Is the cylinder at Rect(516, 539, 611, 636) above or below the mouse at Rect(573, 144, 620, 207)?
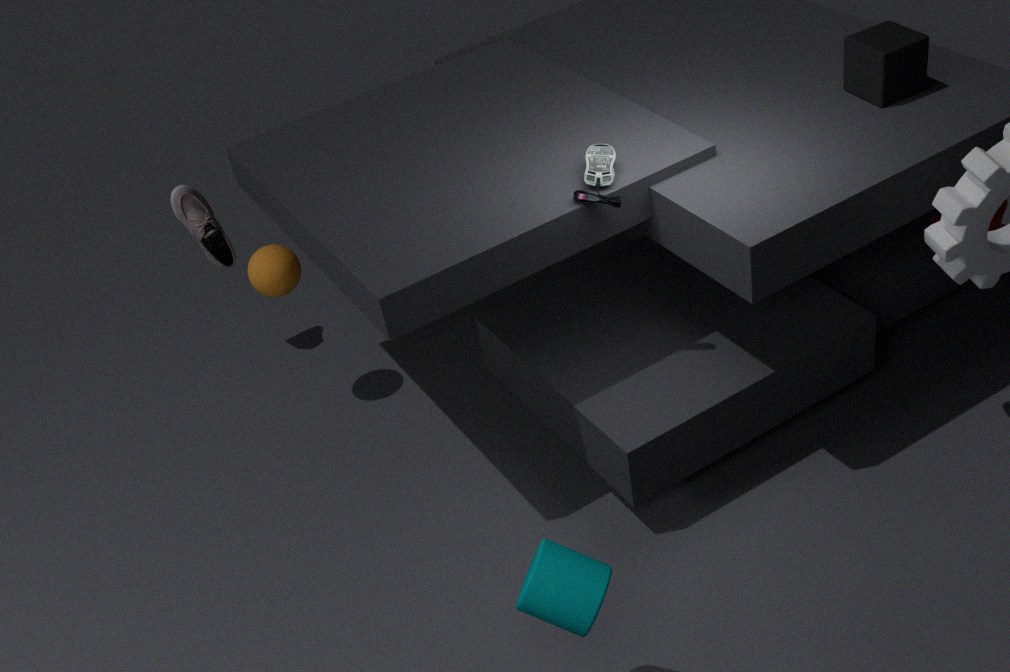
below
